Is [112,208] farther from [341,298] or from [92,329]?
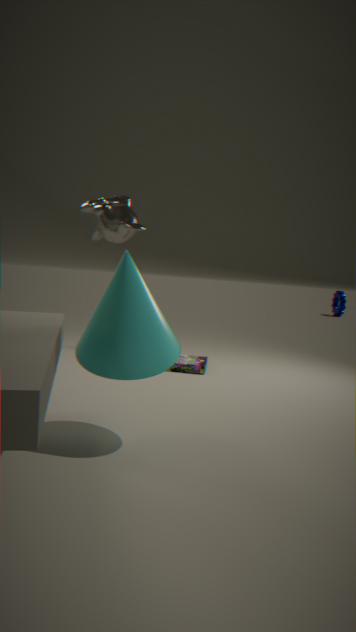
[341,298]
